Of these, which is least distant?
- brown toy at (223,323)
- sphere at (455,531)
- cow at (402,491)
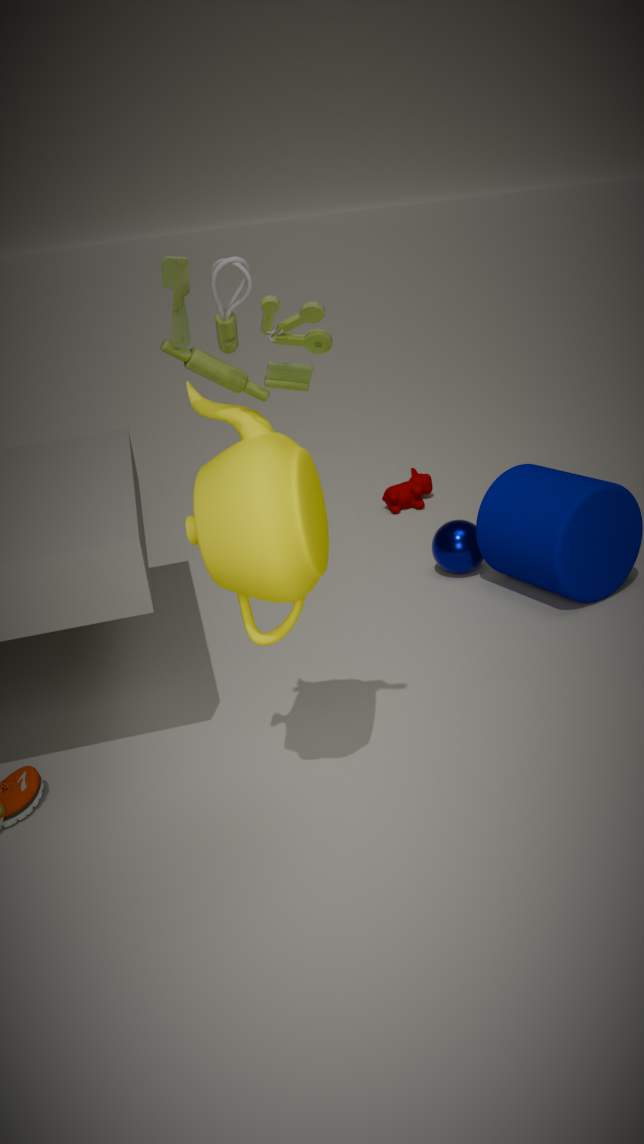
brown toy at (223,323)
